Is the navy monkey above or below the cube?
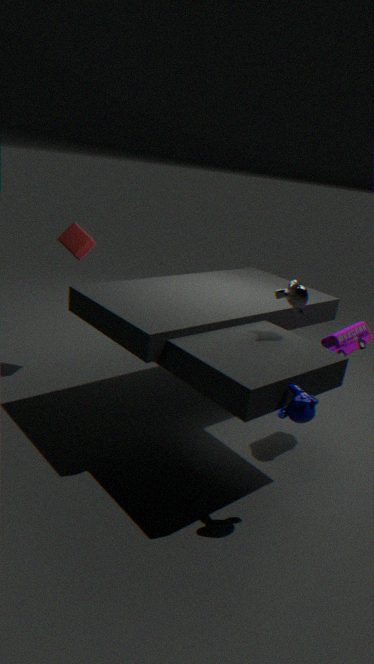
below
